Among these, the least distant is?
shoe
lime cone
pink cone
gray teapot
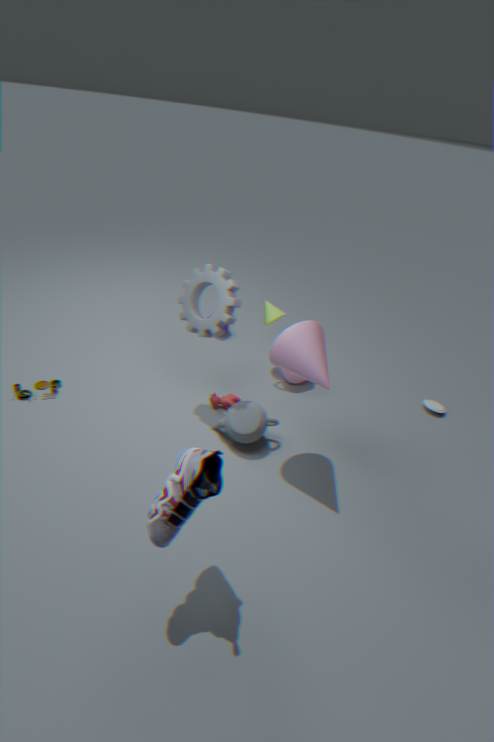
shoe
